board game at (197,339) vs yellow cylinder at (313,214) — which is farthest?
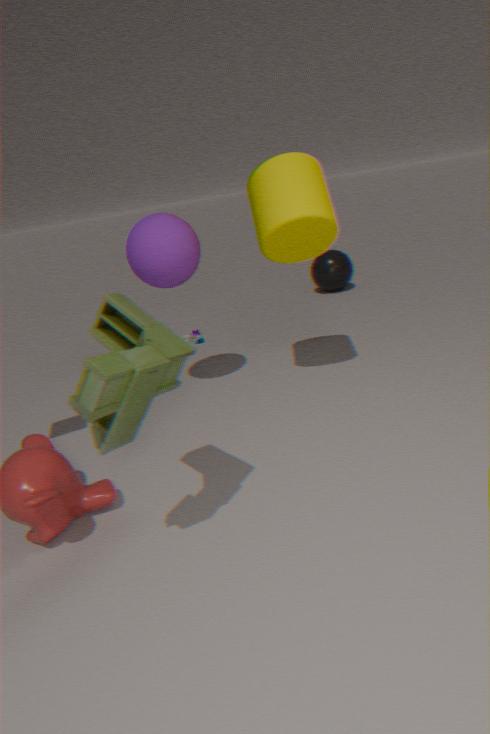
board game at (197,339)
